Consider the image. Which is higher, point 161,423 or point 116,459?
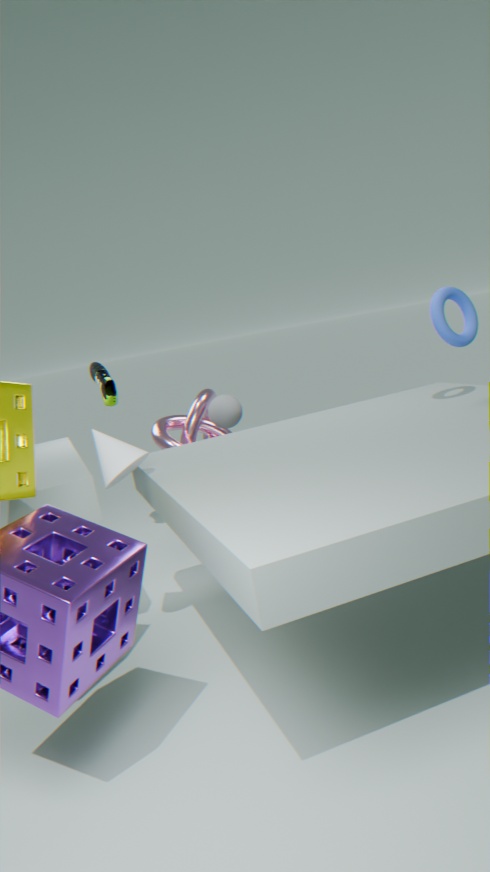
point 116,459
